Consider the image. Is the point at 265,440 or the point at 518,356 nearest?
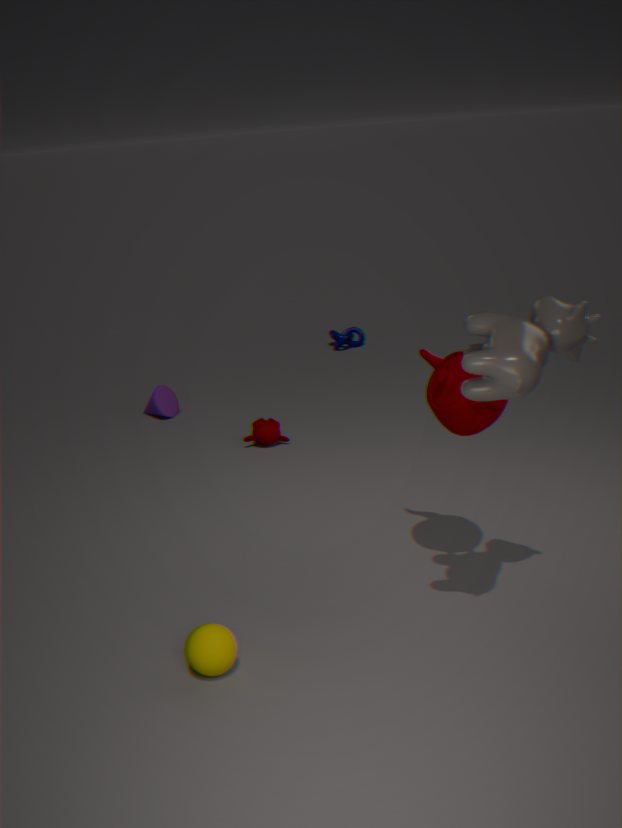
the point at 518,356
